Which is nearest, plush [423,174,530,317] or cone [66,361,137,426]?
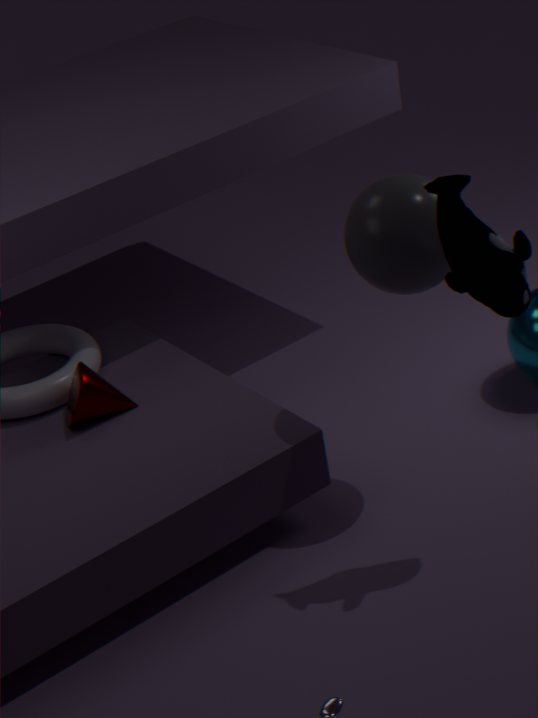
plush [423,174,530,317]
